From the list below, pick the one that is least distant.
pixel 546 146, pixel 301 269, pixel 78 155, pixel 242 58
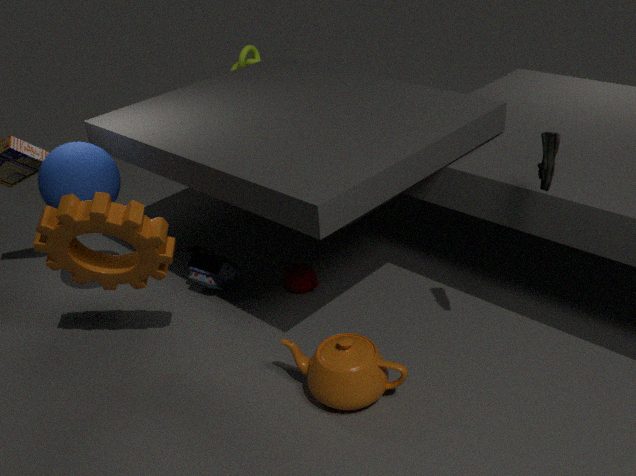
pixel 546 146
